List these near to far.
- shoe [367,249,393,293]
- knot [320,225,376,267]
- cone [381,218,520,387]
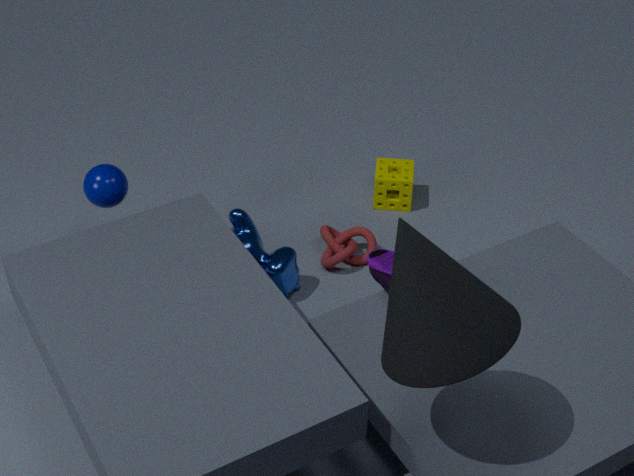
cone [381,218,520,387]
shoe [367,249,393,293]
knot [320,225,376,267]
